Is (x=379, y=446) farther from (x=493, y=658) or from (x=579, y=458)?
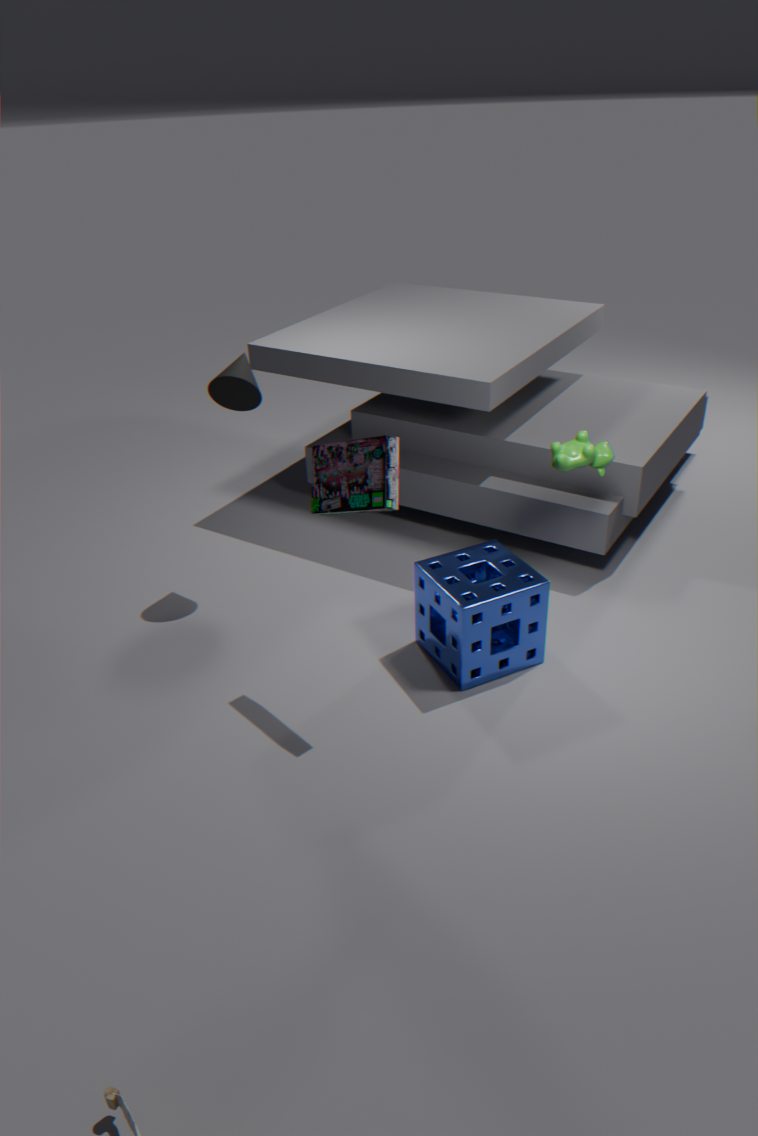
(x=579, y=458)
